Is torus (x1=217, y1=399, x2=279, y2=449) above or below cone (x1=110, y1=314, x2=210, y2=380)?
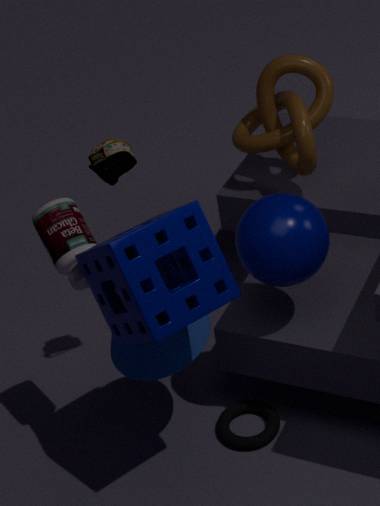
below
